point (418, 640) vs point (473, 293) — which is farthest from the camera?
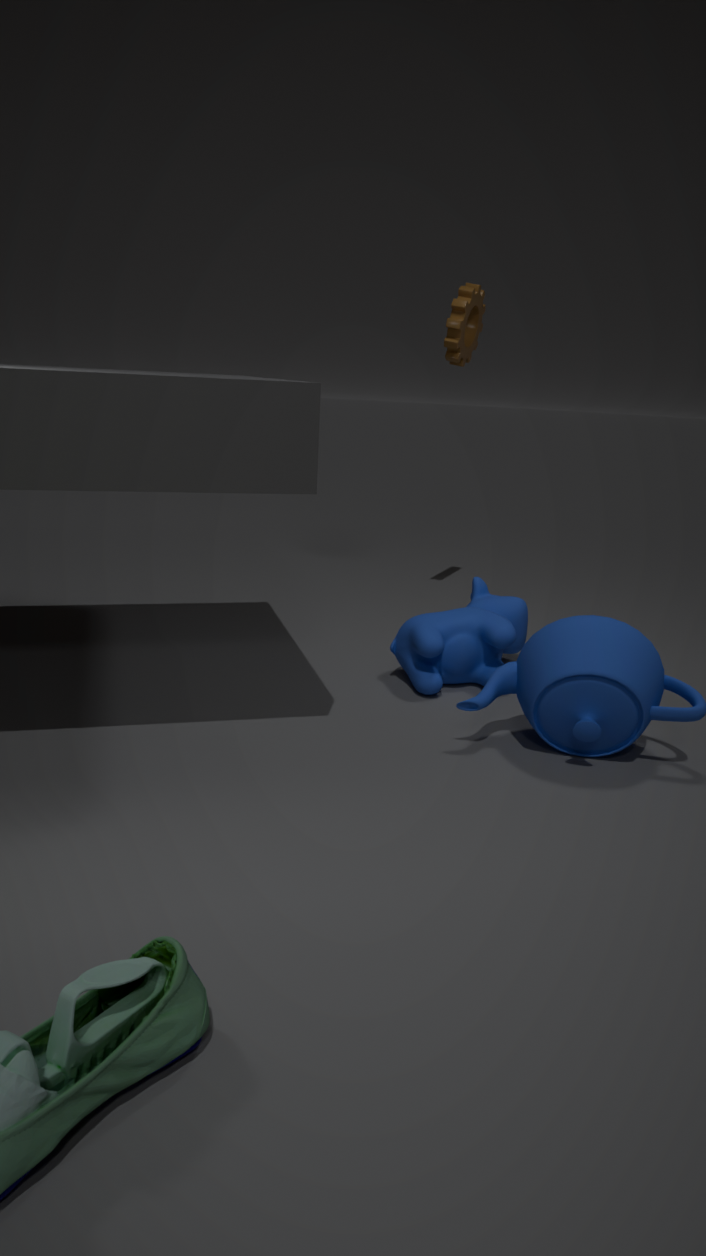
point (473, 293)
